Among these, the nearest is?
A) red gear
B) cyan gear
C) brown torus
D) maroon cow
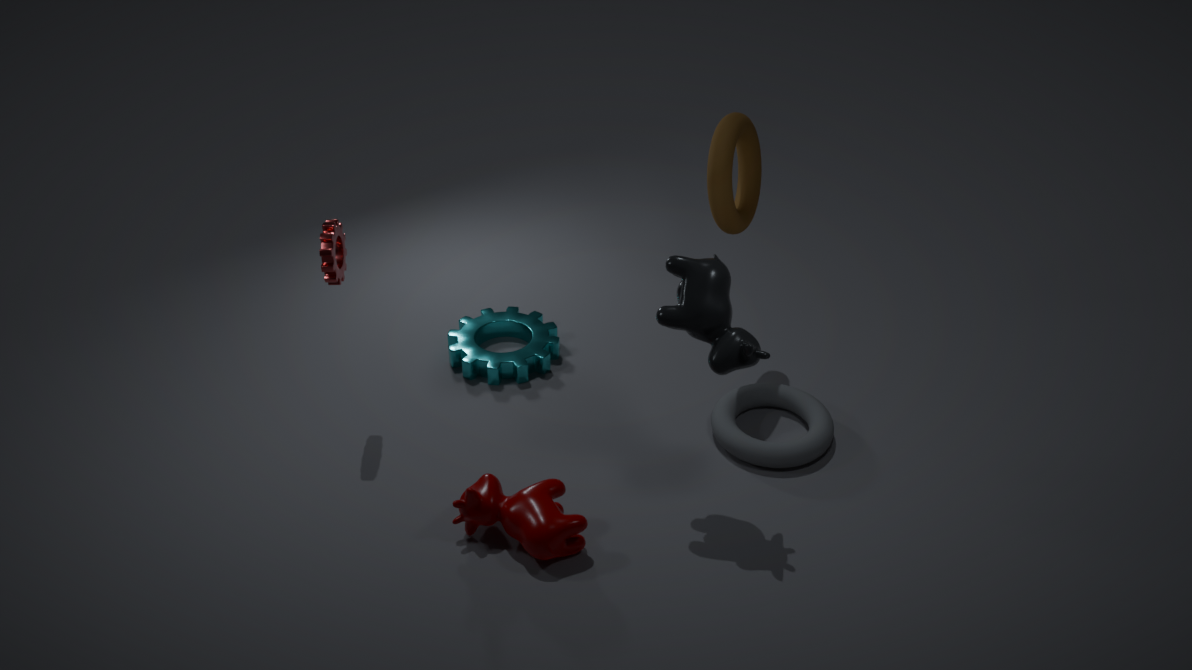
maroon cow
